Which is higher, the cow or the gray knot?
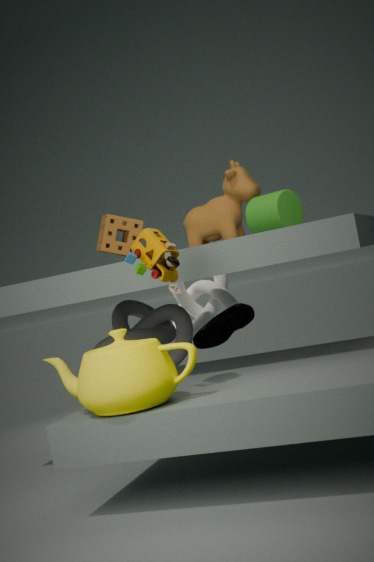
the cow
